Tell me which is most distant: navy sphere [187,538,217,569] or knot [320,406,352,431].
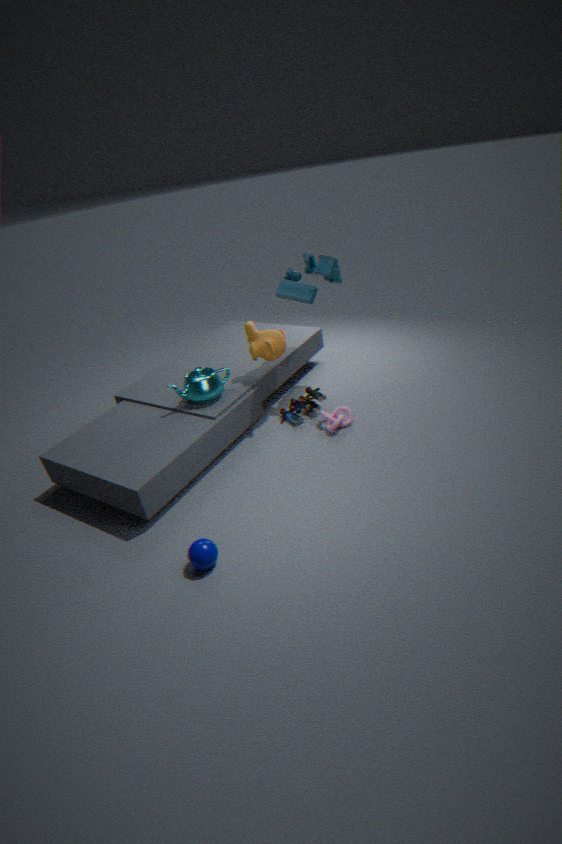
knot [320,406,352,431]
